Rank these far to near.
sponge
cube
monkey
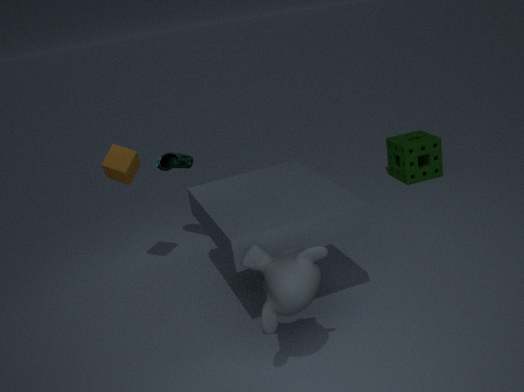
1. sponge
2. cube
3. monkey
